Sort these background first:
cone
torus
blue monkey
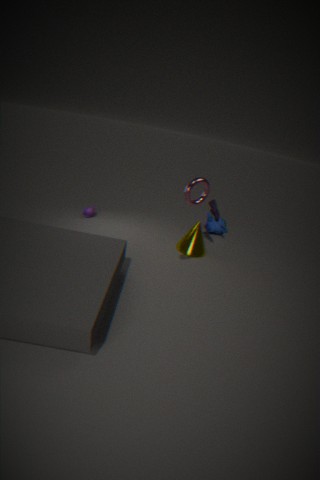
blue monkey
cone
torus
